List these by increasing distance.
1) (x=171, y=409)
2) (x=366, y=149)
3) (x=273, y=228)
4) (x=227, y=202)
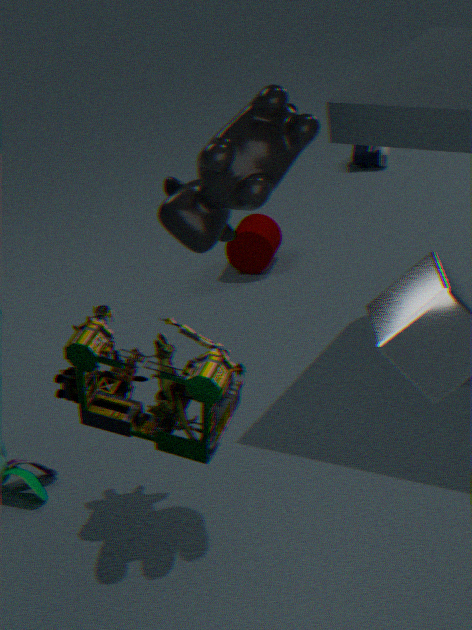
1. (x=171, y=409) → 4. (x=227, y=202) → 3. (x=273, y=228) → 2. (x=366, y=149)
